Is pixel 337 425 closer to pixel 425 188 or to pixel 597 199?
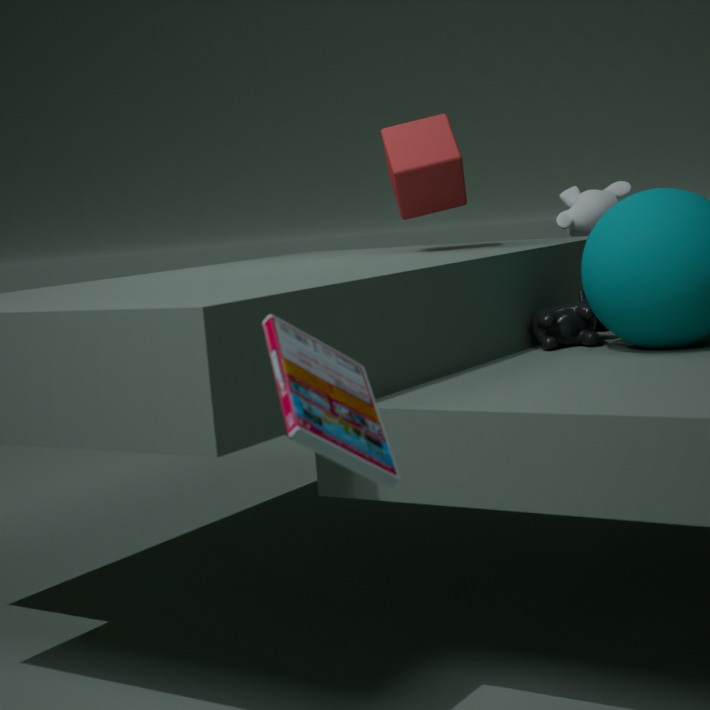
pixel 425 188
